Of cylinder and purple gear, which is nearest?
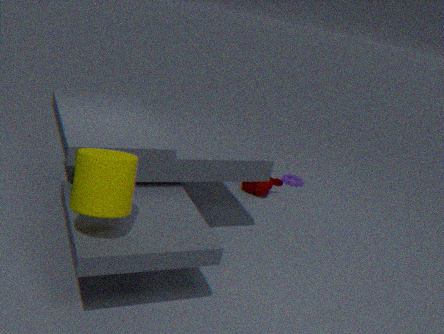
cylinder
